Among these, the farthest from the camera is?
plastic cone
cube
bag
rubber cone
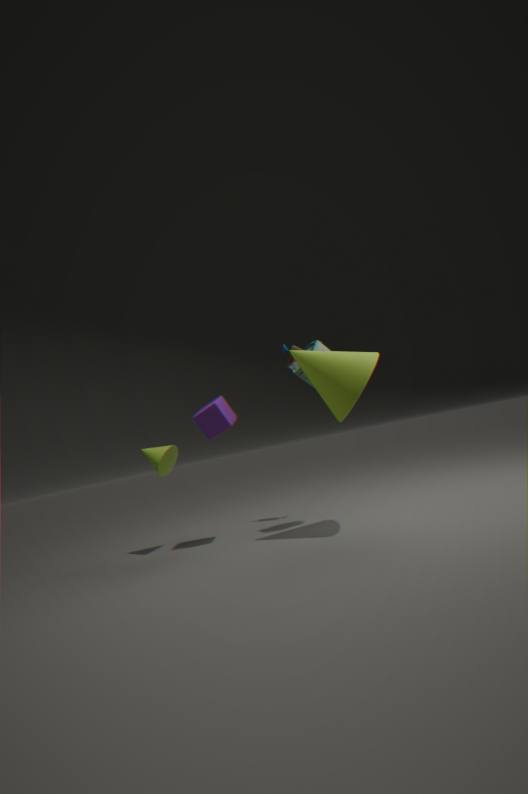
plastic cone
